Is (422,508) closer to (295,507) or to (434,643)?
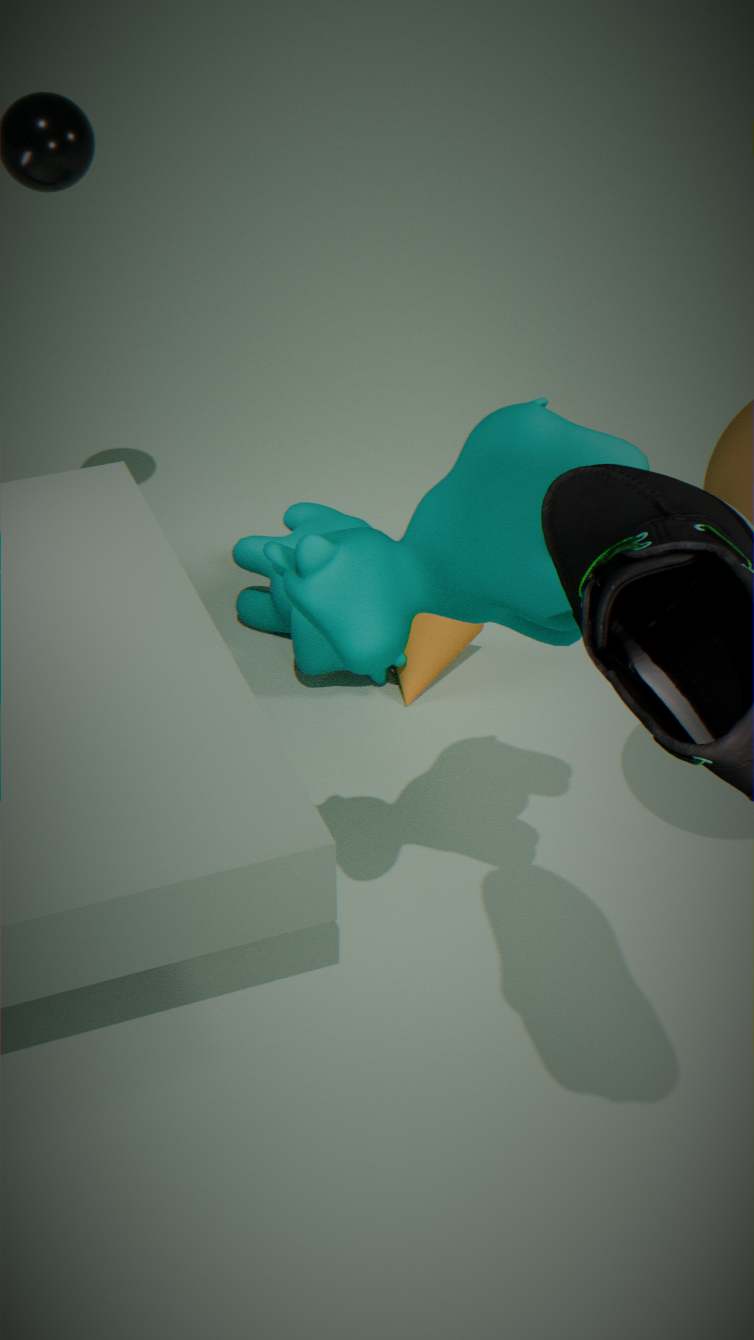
(434,643)
